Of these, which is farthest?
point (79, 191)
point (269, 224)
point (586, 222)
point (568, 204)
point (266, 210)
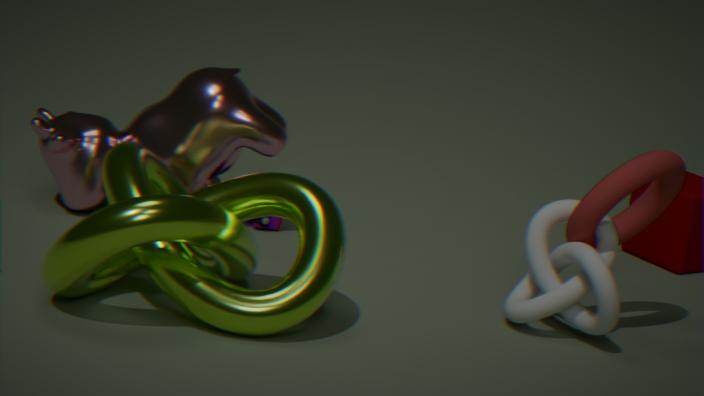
point (269, 224)
